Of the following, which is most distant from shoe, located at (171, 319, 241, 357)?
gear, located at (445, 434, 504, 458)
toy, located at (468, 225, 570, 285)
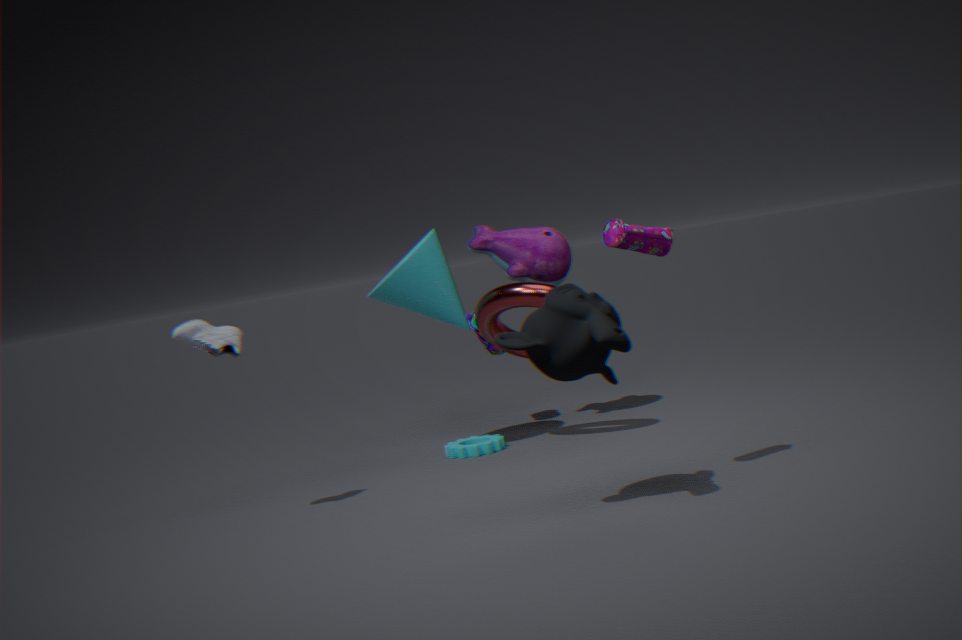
toy, located at (468, 225, 570, 285)
